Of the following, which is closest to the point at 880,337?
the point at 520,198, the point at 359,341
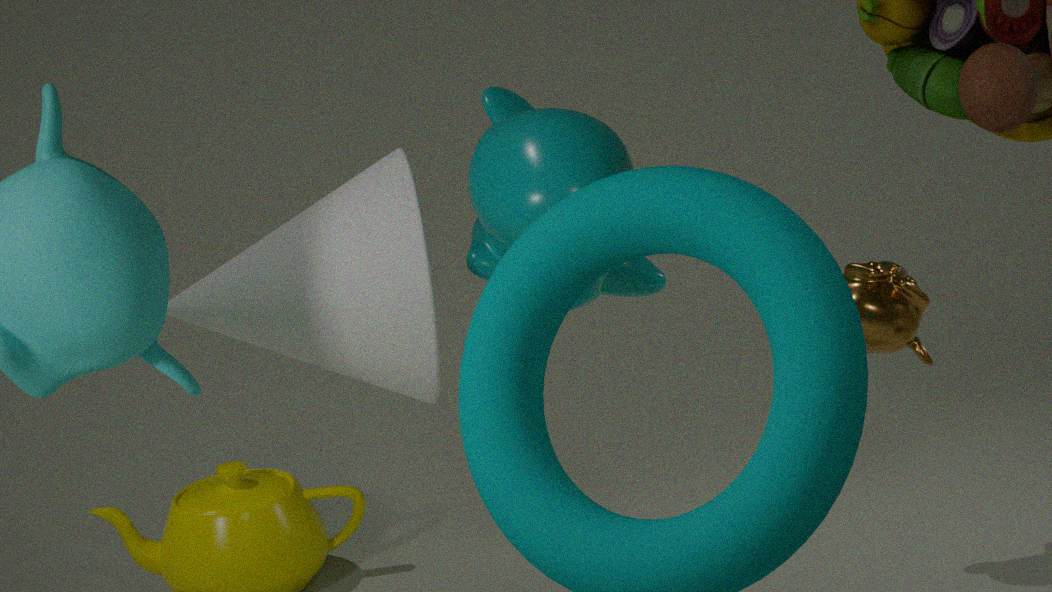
the point at 520,198
